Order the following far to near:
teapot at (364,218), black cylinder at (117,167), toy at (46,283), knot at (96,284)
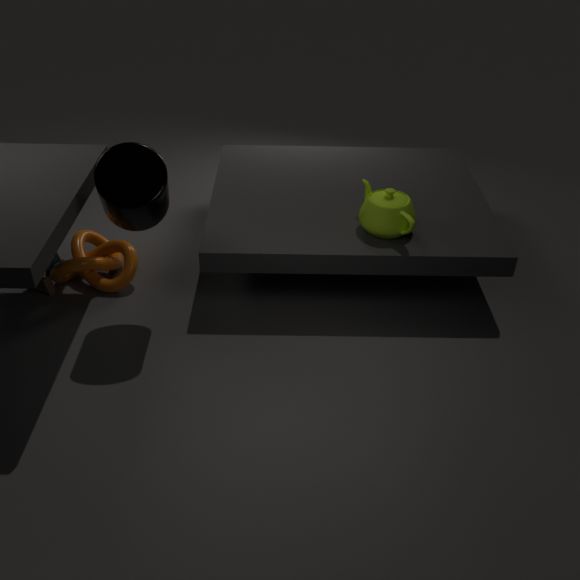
toy at (46,283)
knot at (96,284)
teapot at (364,218)
black cylinder at (117,167)
